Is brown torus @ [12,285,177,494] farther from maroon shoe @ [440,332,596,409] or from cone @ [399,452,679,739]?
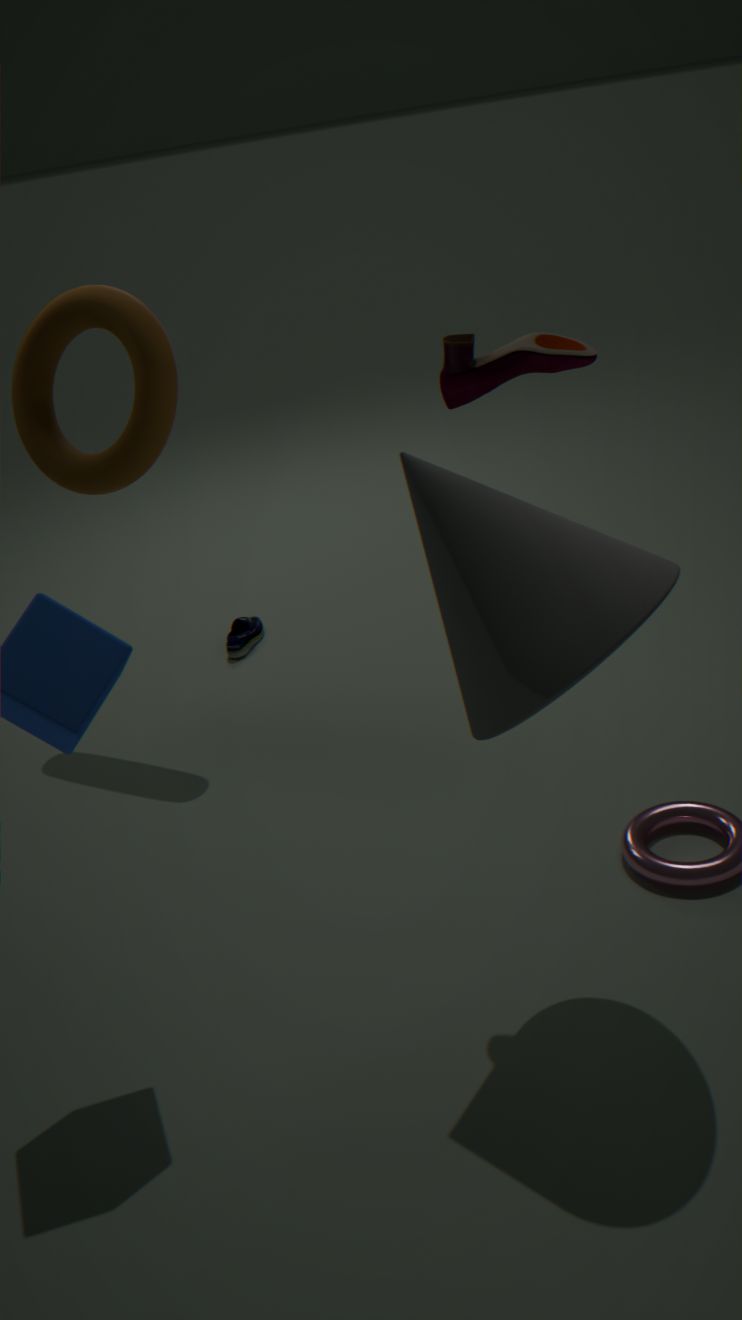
cone @ [399,452,679,739]
